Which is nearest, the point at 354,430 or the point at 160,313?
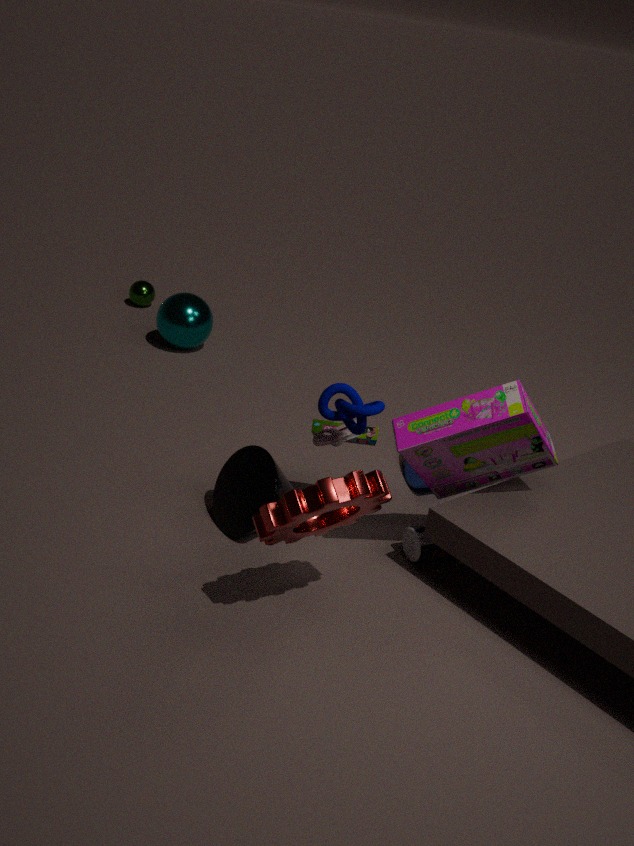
the point at 354,430
